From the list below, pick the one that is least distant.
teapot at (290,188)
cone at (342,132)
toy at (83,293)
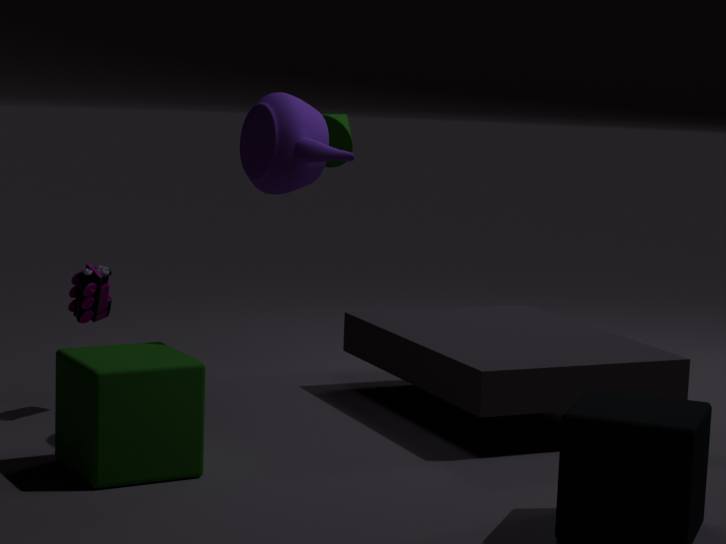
teapot at (290,188)
